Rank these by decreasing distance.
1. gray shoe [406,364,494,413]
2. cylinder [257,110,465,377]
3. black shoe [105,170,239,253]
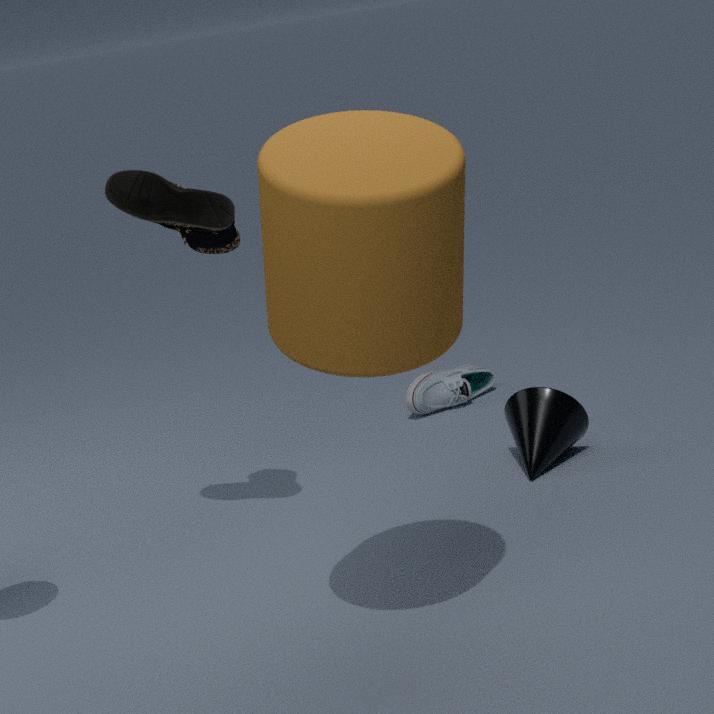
1. gray shoe [406,364,494,413]
2. black shoe [105,170,239,253]
3. cylinder [257,110,465,377]
